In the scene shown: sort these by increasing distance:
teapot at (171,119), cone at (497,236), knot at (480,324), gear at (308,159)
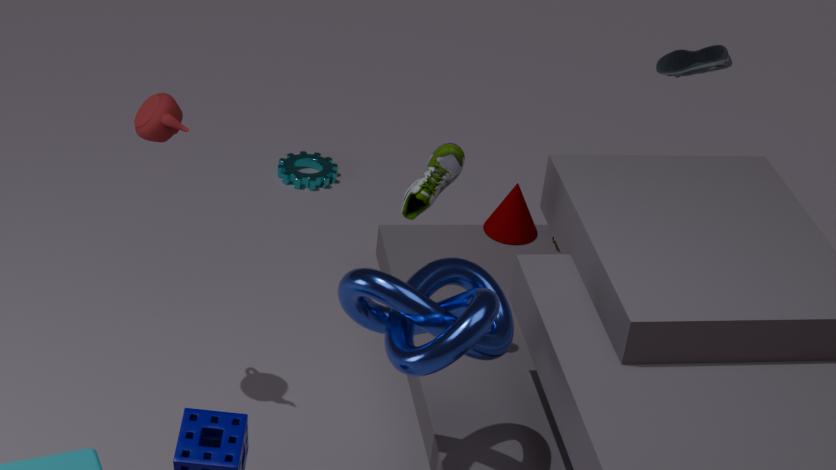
knot at (480,324)
teapot at (171,119)
cone at (497,236)
gear at (308,159)
